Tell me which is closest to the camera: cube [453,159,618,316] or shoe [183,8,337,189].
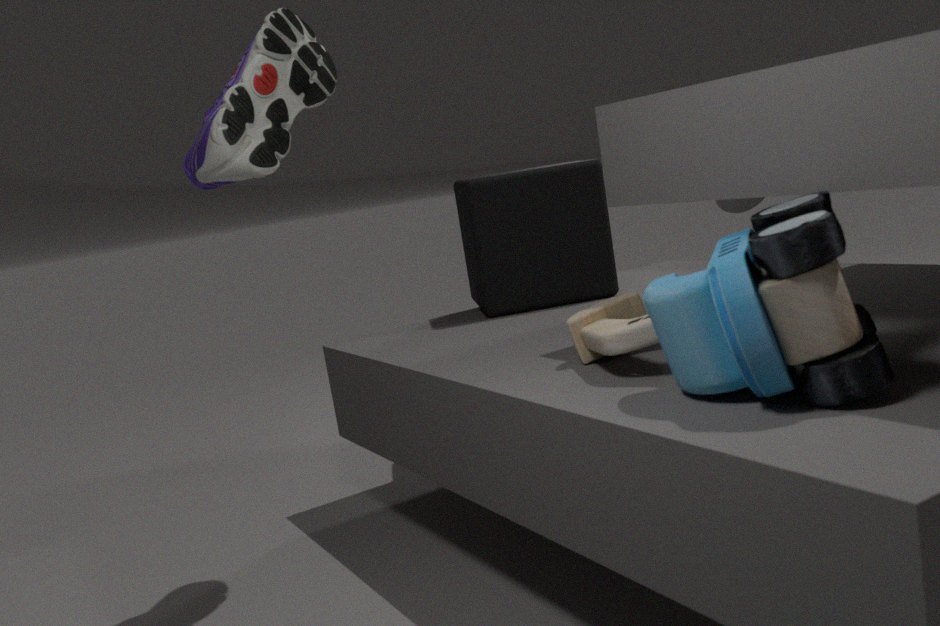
shoe [183,8,337,189]
